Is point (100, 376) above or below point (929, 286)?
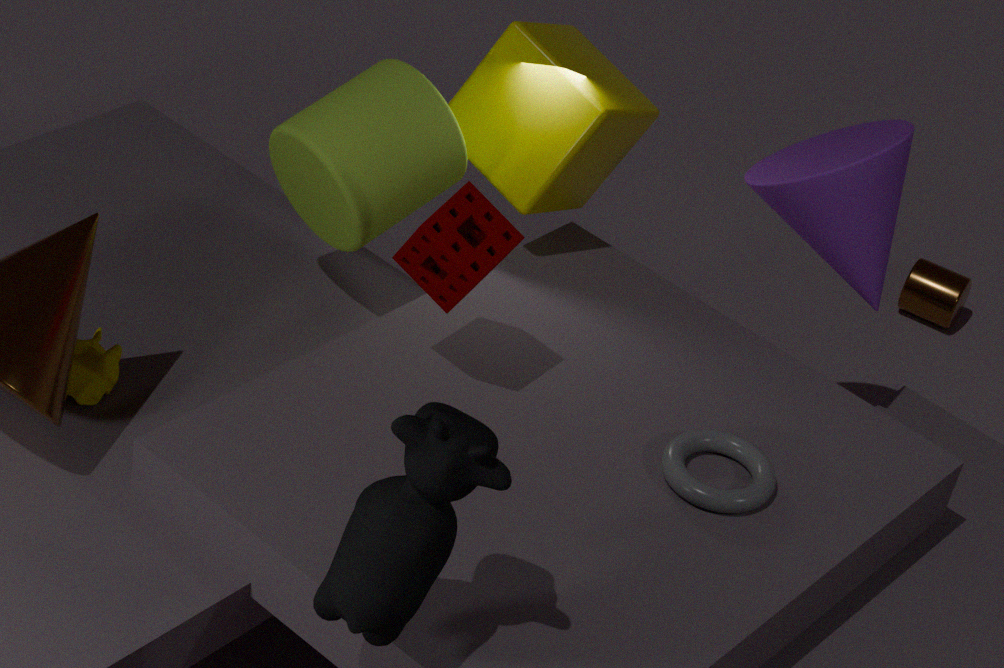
above
